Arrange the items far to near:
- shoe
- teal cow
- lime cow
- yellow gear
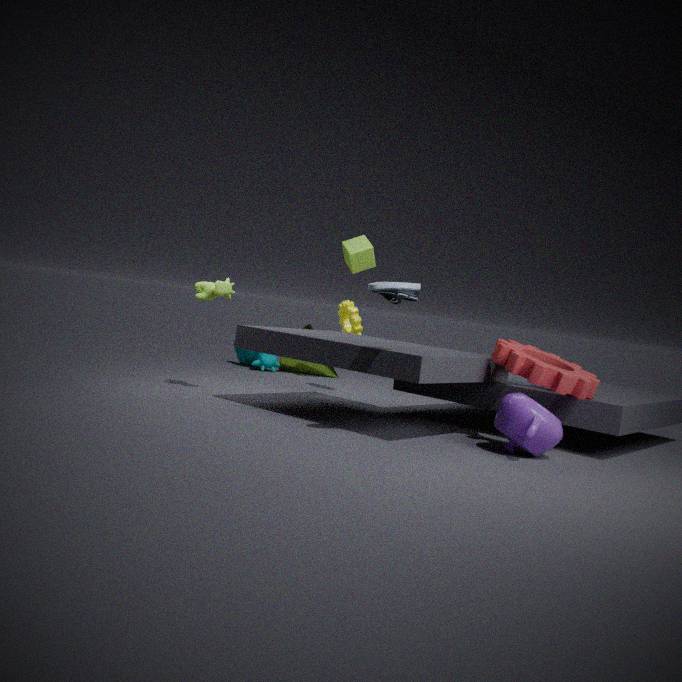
teal cow
yellow gear
lime cow
shoe
